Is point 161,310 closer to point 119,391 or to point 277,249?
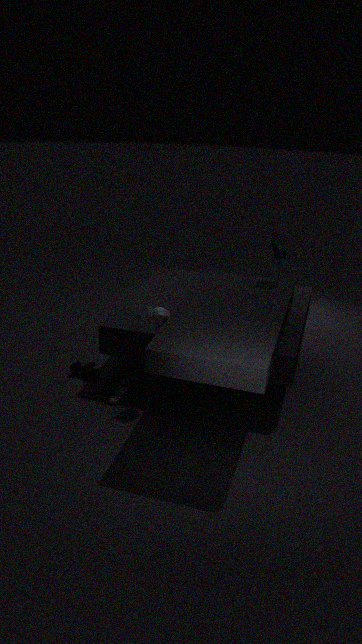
point 119,391
